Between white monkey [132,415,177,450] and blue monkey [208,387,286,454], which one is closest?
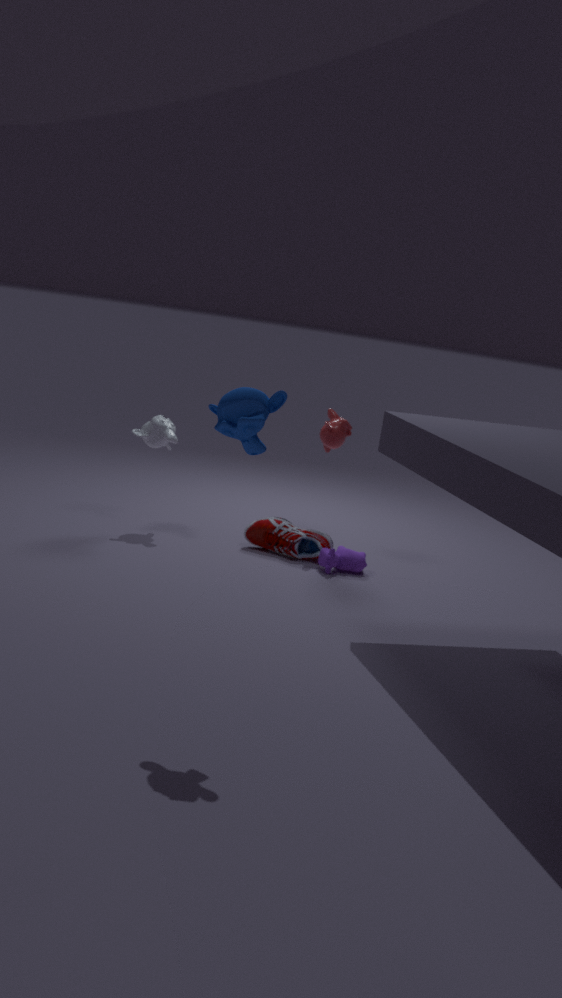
blue monkey [208,387,286,454]
